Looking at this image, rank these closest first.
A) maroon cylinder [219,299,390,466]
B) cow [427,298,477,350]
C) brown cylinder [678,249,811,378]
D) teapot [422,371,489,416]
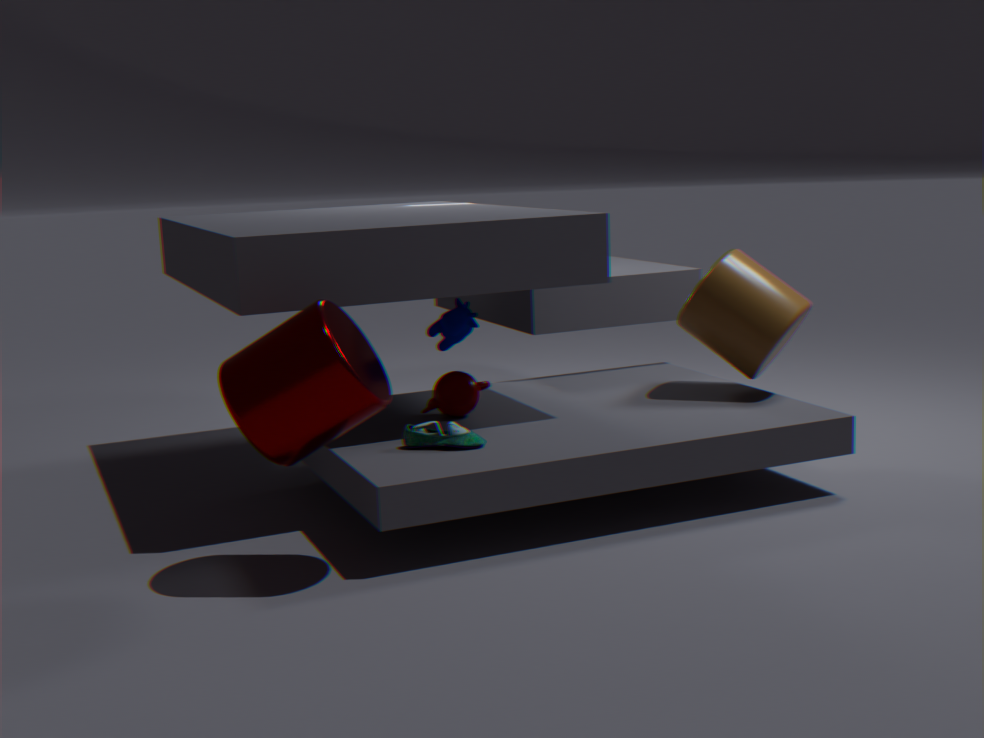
maroon cylinder [219,299,390,466]
cow [427,298,477,350]
teapot [422,371,489,416]
brown cylinder [678,249,811,378]
